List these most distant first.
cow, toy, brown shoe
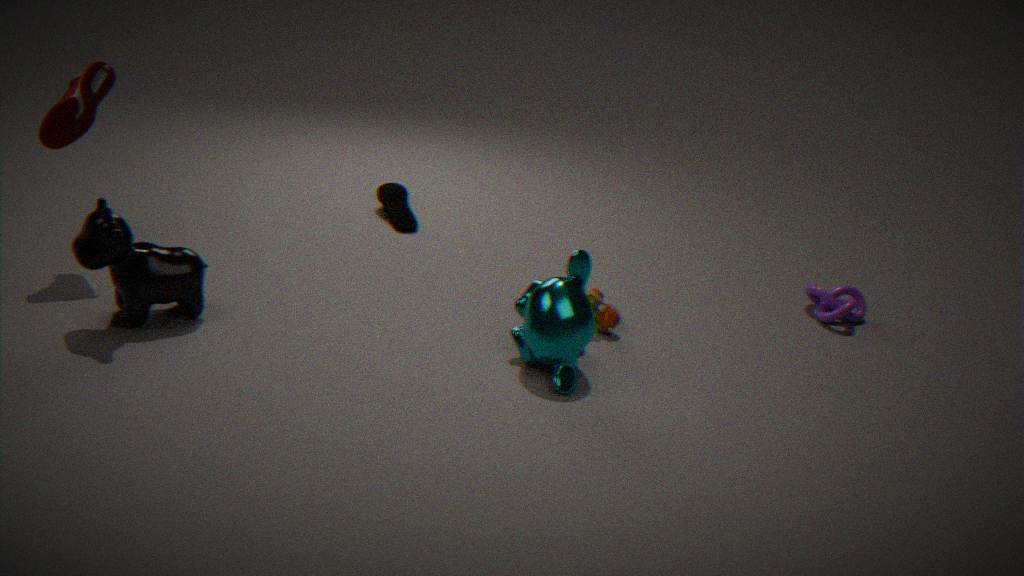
brown shoe, toy, cow
